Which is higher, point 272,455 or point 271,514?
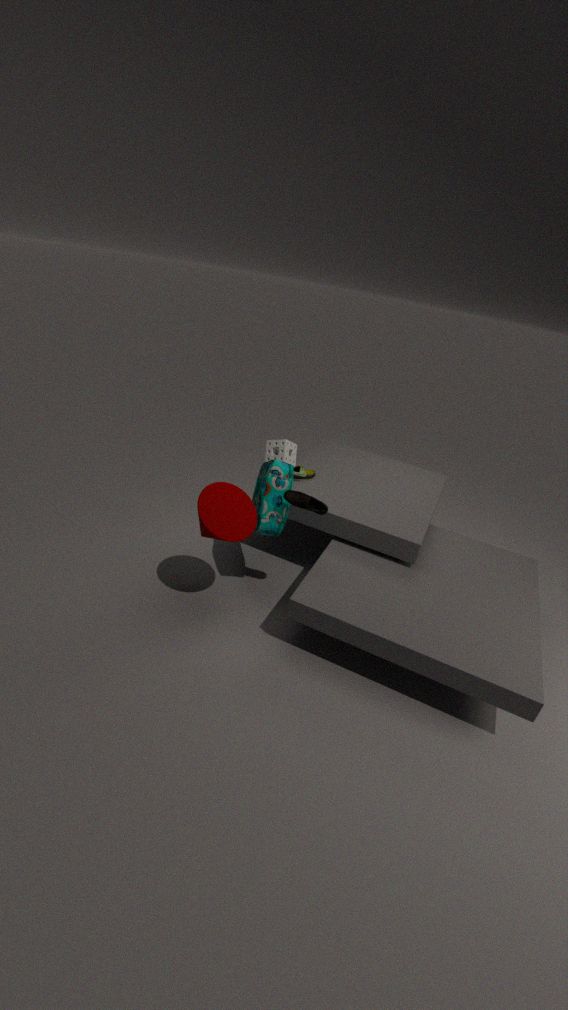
point 272,455
